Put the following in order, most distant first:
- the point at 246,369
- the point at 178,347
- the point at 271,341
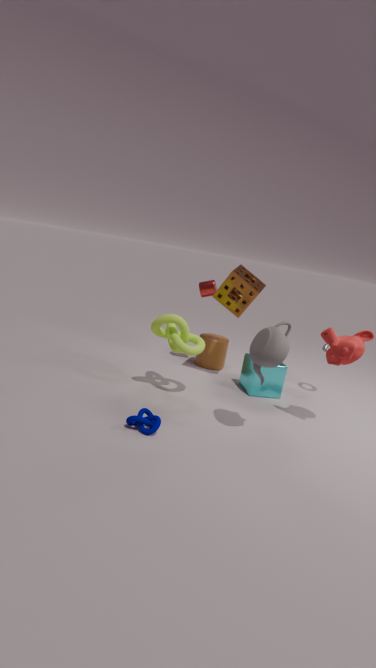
the point at 246,369, the point at 178,347, the point at 271,341
